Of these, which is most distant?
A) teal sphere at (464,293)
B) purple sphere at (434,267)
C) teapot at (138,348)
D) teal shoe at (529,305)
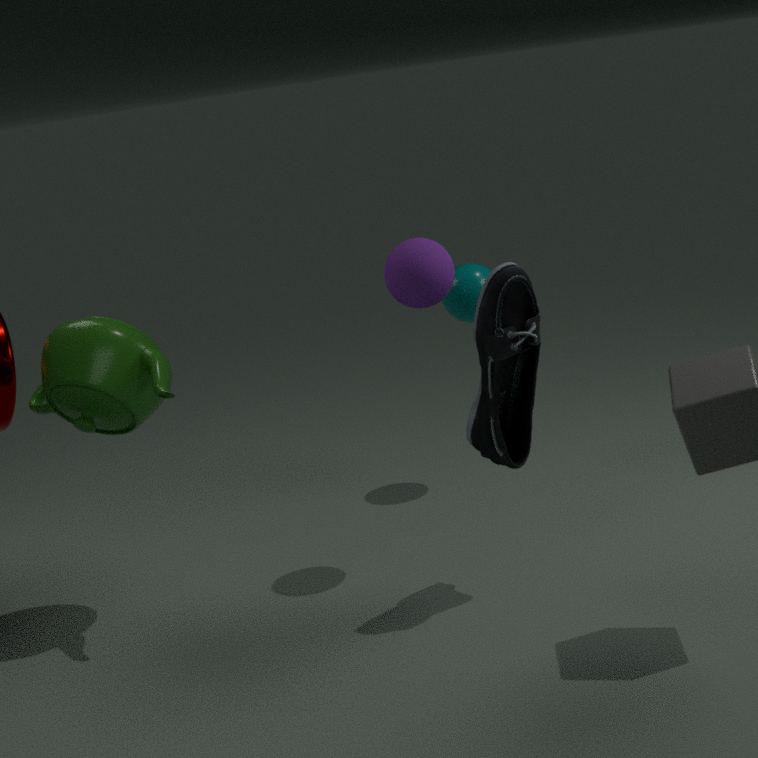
teal sphere at (464,293)
